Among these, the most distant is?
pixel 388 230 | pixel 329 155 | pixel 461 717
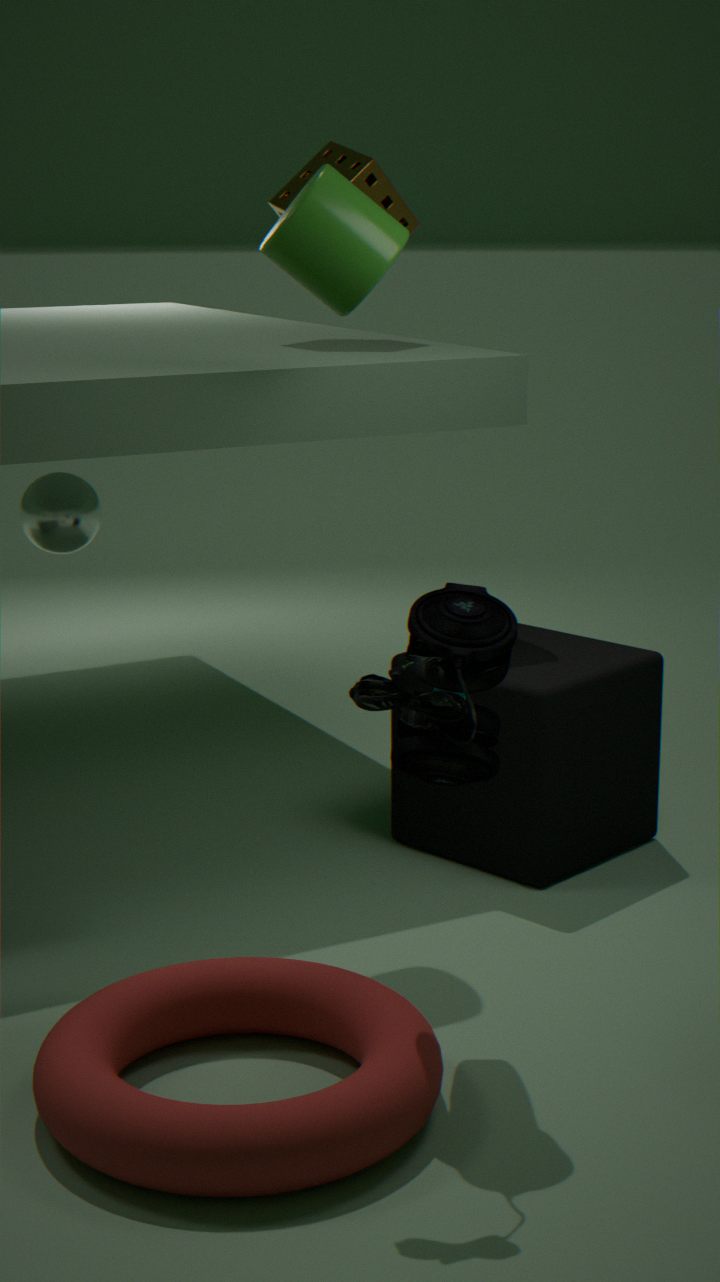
pixel 329 155
